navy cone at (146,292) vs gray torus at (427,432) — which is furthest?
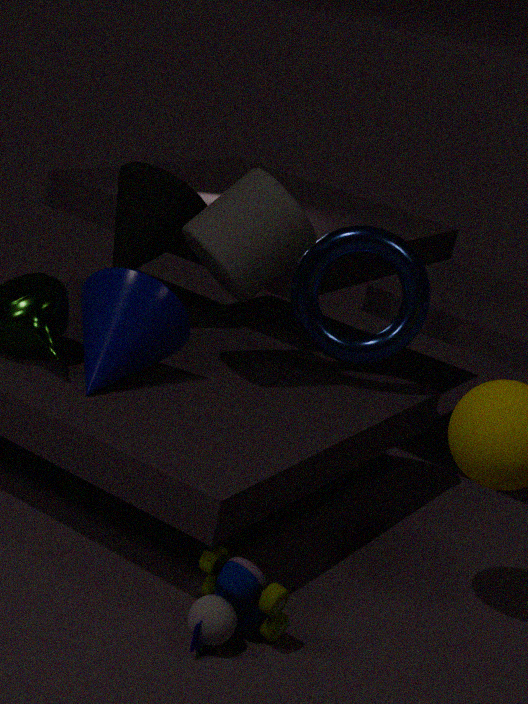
gray torus at (427,432)
